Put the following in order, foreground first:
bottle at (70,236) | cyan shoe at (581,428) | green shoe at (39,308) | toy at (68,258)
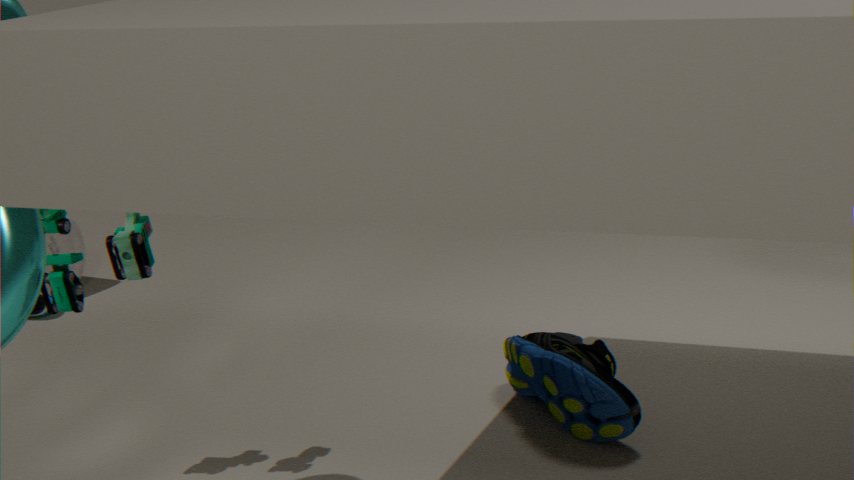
toy at (68,258), cyan shoe at (581,428), green shoe at (39,308), bottle at (70,236)
